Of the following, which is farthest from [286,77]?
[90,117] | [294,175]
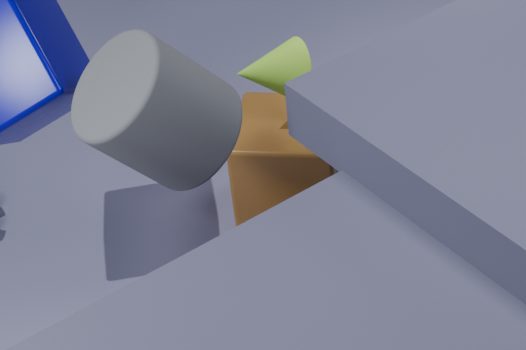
[90,117]
